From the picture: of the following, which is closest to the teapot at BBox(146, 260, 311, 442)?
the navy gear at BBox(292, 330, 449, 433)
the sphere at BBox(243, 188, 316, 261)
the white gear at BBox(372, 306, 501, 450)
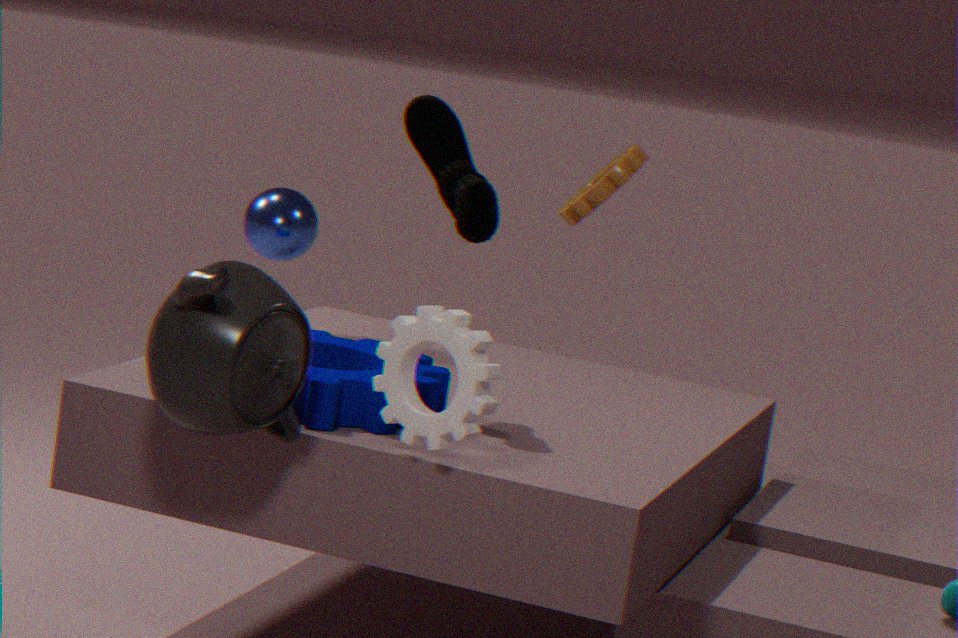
the navy gear at BBox(292, 330, 449, 433)
